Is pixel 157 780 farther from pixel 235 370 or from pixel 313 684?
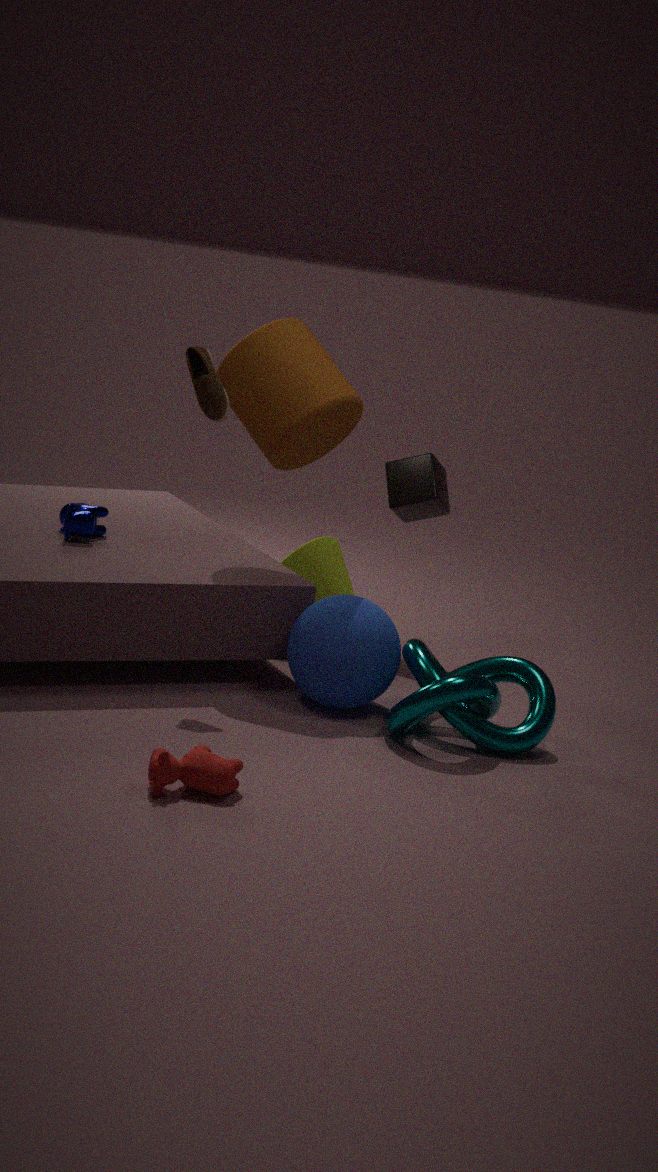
pixel 235 370
